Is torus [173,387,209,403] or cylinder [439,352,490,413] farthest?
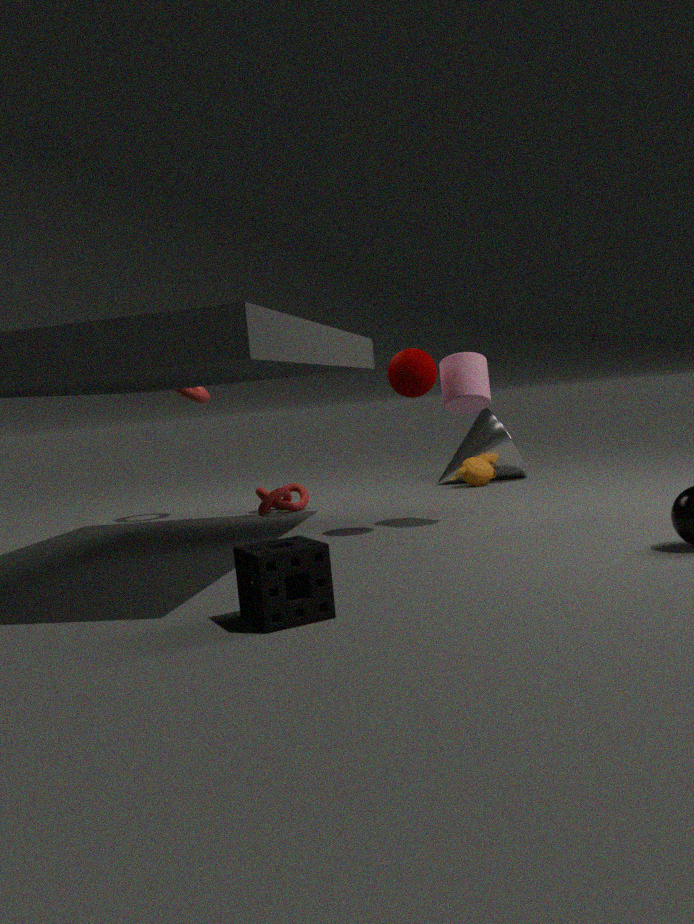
torus [173,387,209,403]
